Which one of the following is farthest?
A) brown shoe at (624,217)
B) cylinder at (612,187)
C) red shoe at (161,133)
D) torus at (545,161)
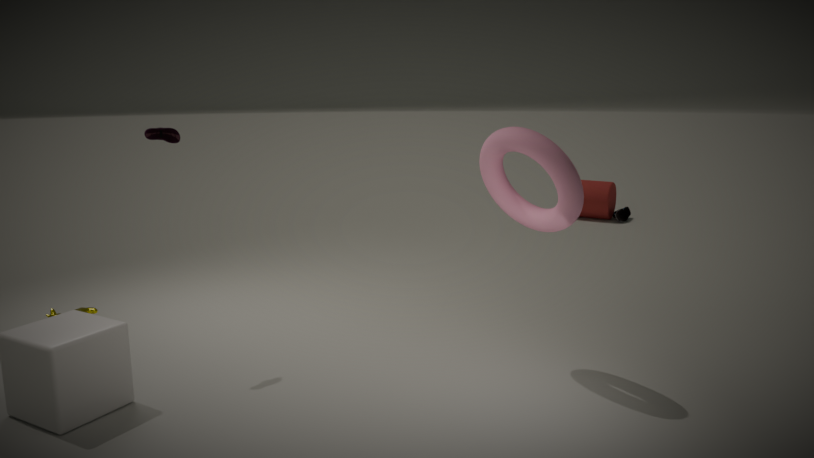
cylinder at (612,187)
